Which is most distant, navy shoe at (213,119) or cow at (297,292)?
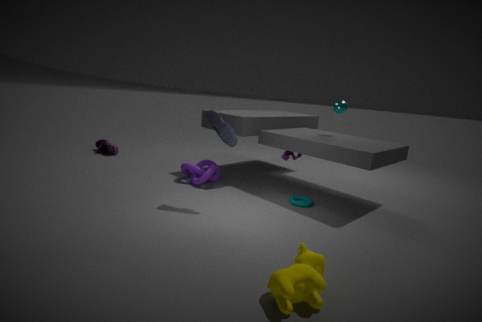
navy shoe at (213,119)
